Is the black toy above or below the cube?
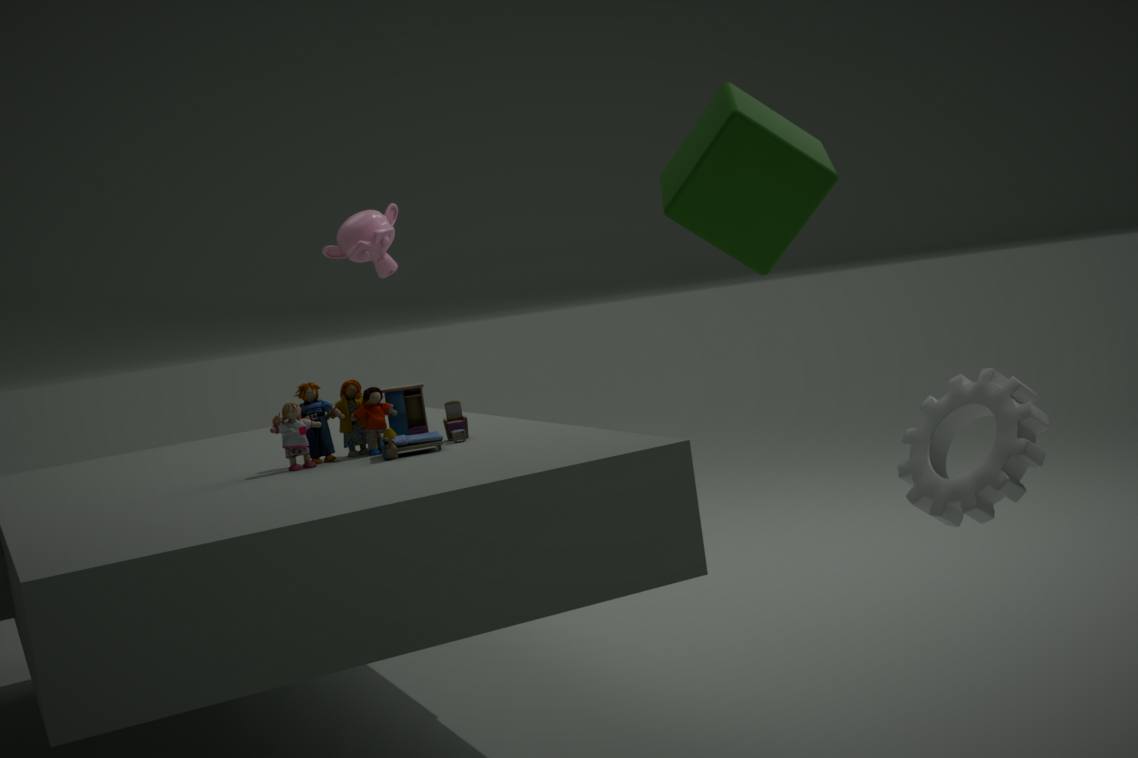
below
